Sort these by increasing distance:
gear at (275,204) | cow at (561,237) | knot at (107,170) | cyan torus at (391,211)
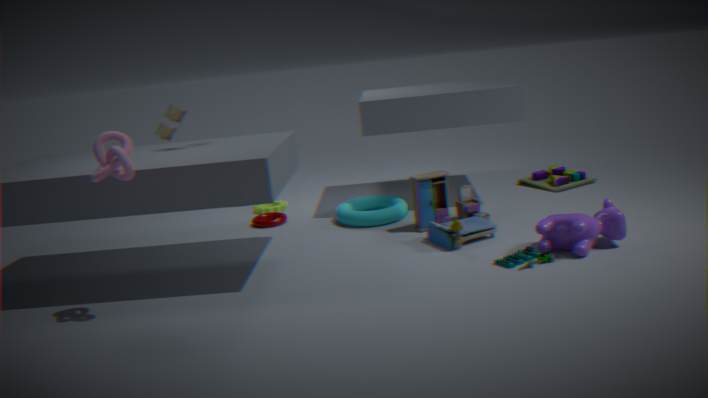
knot at (107,170) < cow at (561,237) < cyan torus at (391,211) < gear at (275,204)
